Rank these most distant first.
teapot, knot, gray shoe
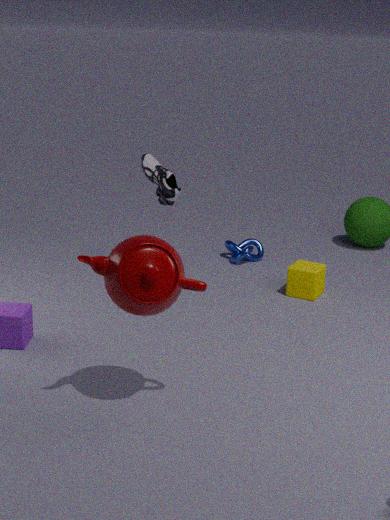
knot → gray shoe → teapot
